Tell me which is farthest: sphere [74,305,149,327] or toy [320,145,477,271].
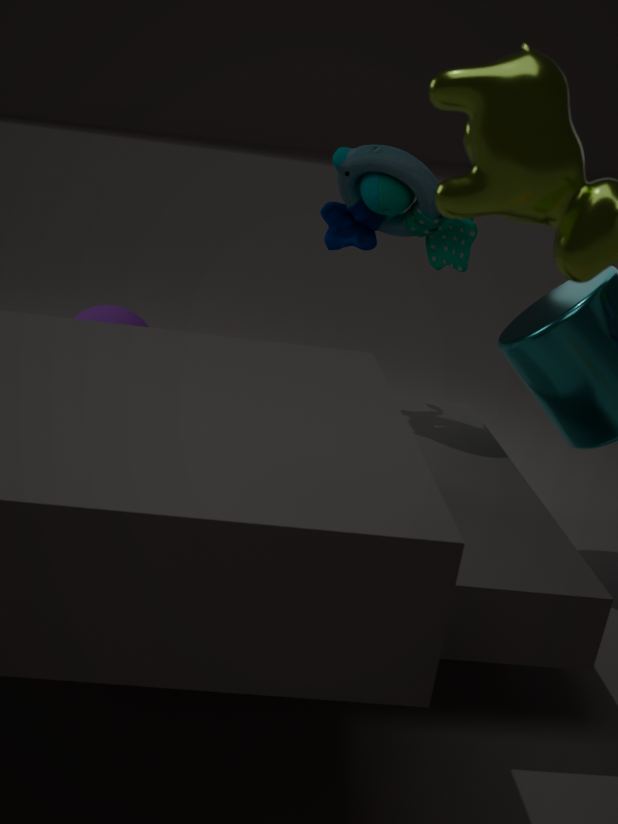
sphere [74,305,149,327]
